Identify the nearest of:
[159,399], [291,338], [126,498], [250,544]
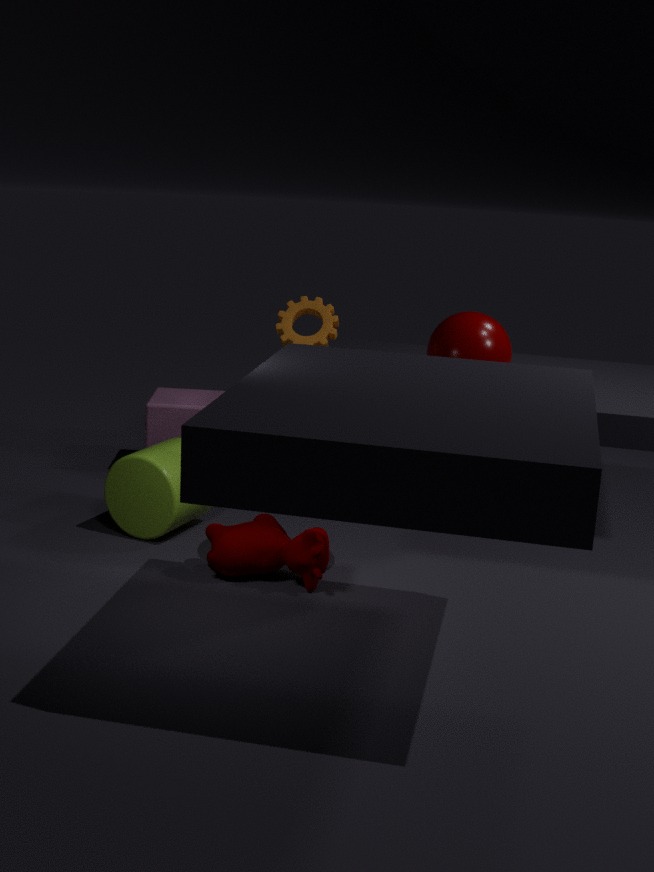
[250,544]
